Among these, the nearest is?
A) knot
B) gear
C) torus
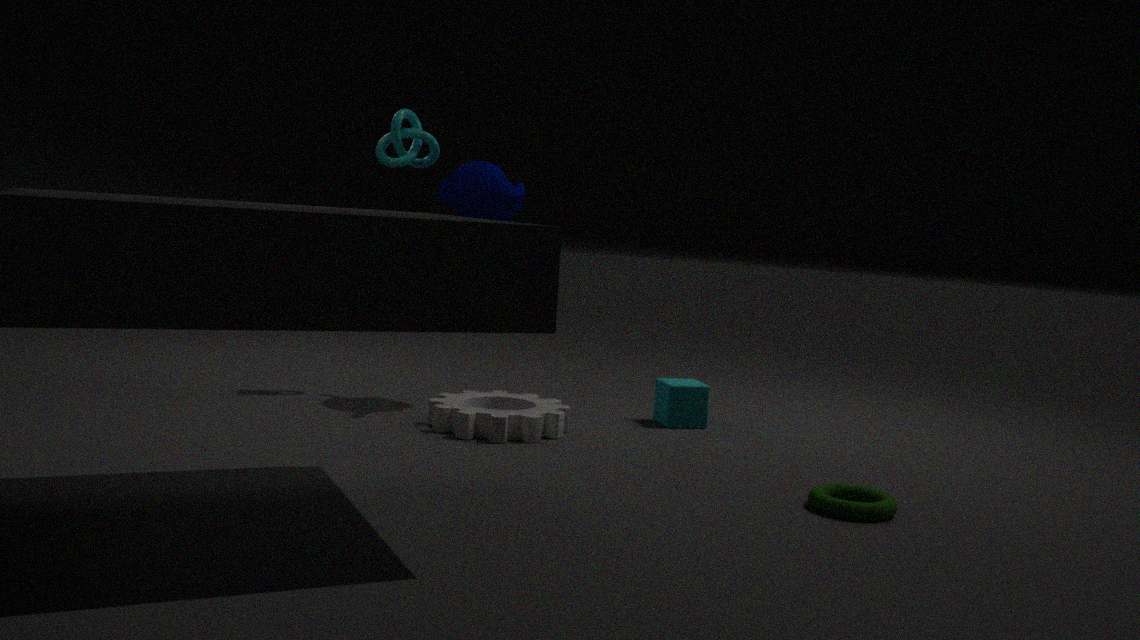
torus
